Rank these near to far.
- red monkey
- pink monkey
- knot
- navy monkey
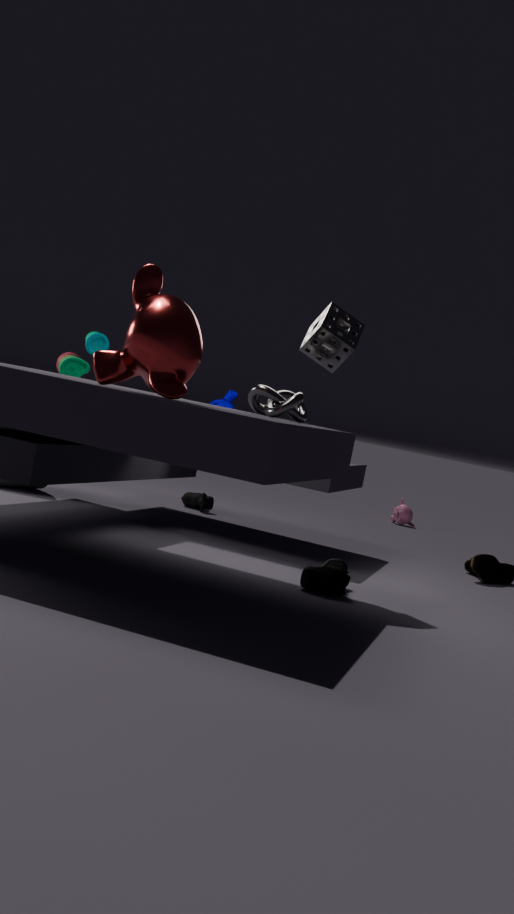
red monkey → knot → navy monkey → pink monkey
